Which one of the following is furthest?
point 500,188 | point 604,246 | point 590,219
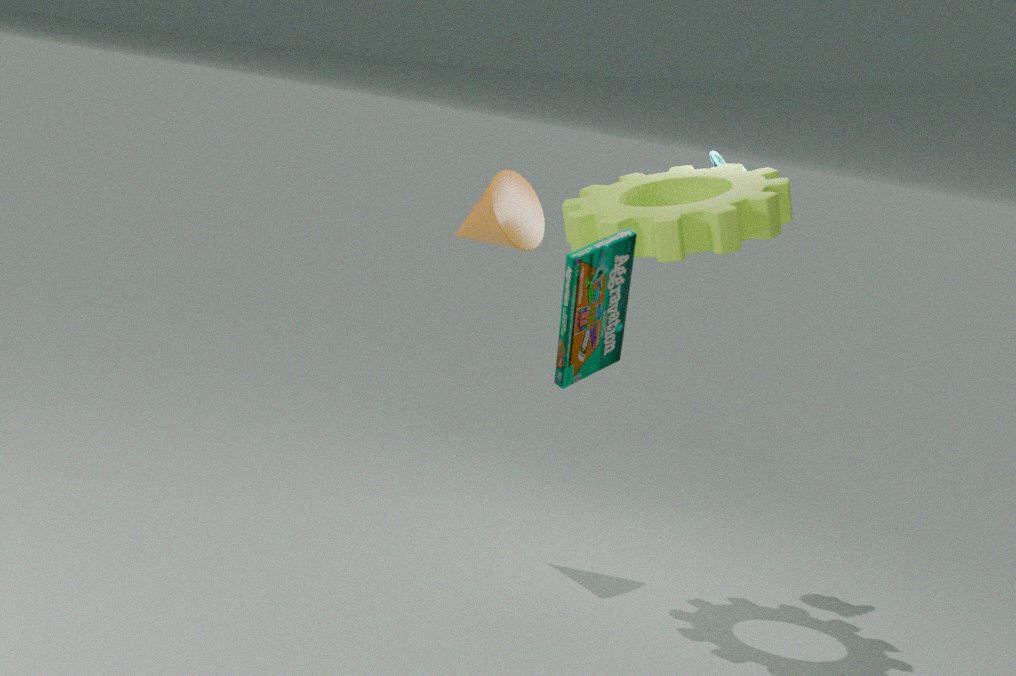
point 500,188
